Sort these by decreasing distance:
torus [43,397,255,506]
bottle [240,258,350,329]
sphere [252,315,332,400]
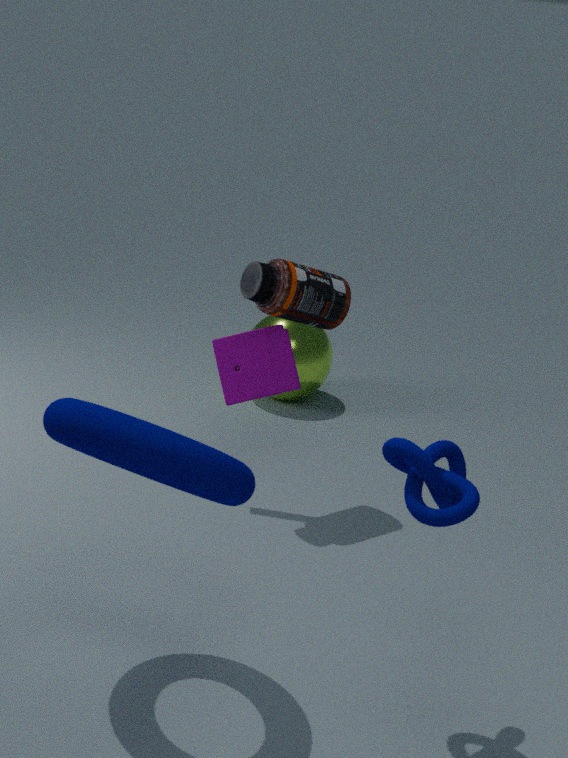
sphere [252,315,332,400]
bottle [240,258,350,329]
torus [43,397,255,506]
